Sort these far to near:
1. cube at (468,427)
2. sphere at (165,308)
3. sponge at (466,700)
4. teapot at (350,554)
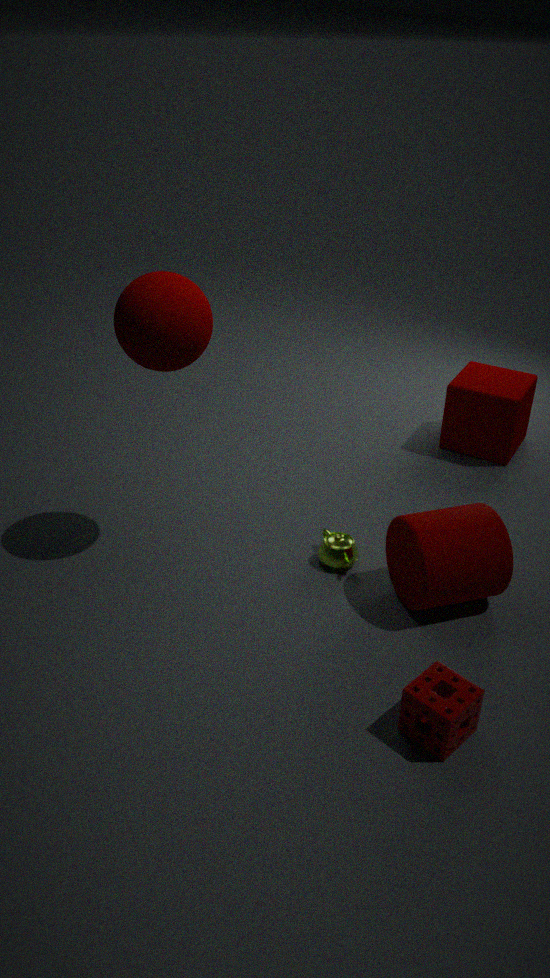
cube at (468,427), teapot at (350,554), sphere at (165,308), sponge at (466,700)
